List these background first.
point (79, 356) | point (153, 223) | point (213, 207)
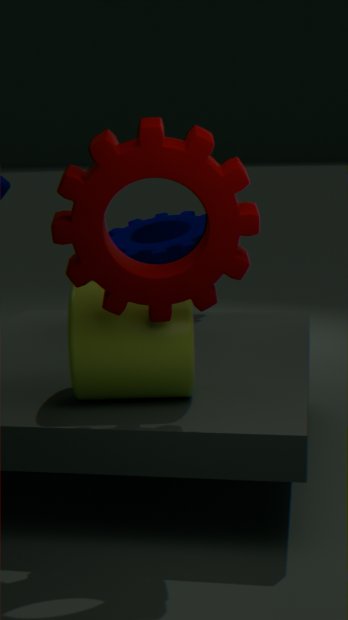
point (153, 223), point (79, 356), point (213, 207)
